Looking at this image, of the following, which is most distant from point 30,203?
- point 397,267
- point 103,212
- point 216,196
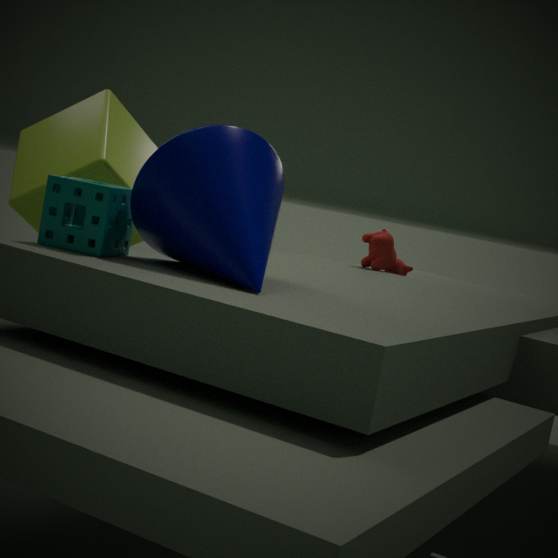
point 397,267
